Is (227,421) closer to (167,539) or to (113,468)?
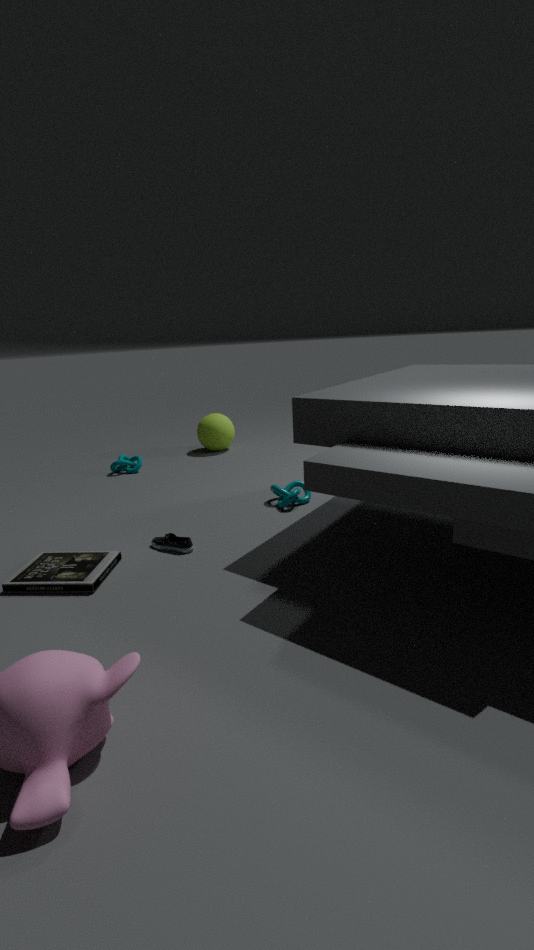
(113,468)
